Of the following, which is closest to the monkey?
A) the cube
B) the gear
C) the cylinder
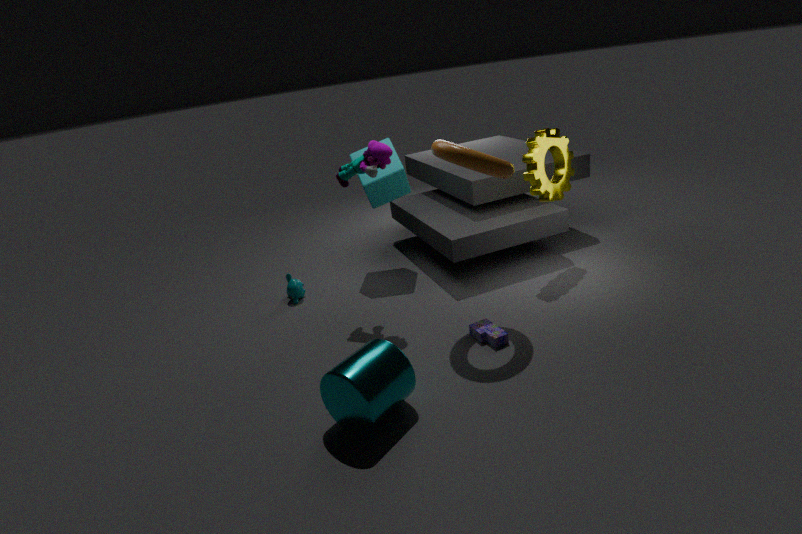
the cube
